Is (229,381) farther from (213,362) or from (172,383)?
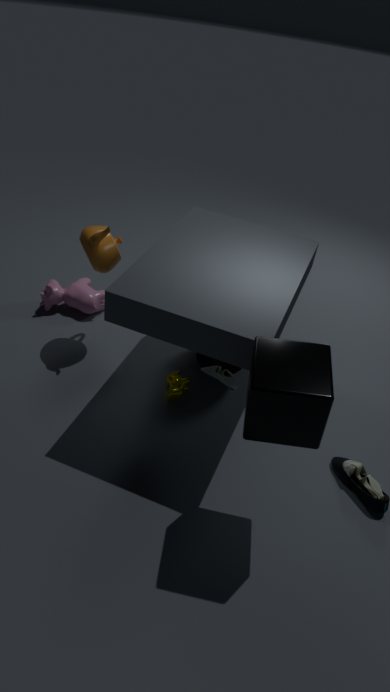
(213,362)
